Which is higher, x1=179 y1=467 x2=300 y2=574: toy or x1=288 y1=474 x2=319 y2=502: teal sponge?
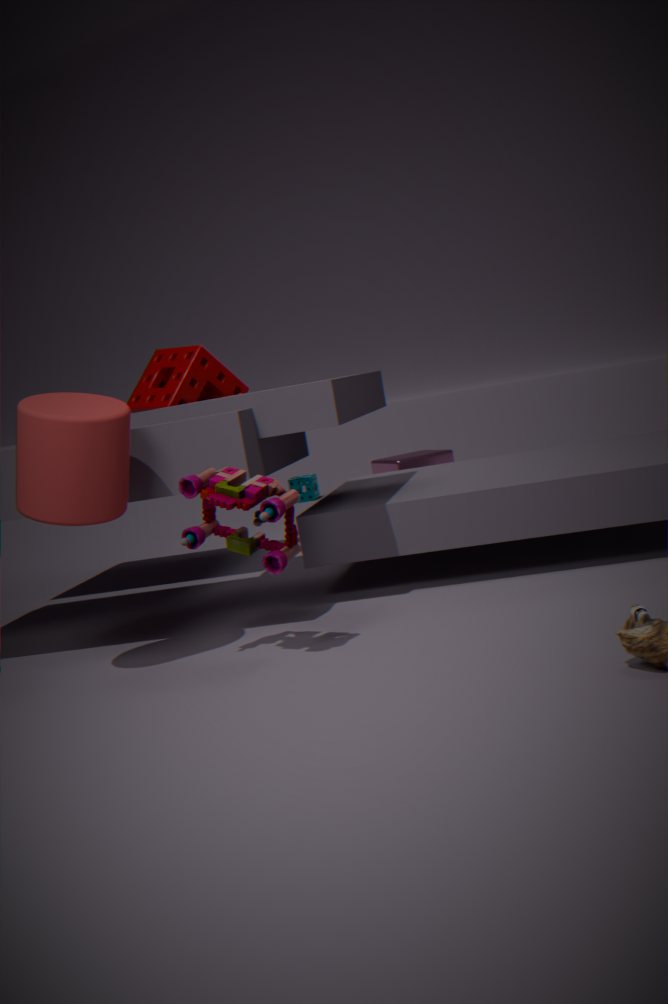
x1=179 y1=467 x2=300 y2=574: toy
